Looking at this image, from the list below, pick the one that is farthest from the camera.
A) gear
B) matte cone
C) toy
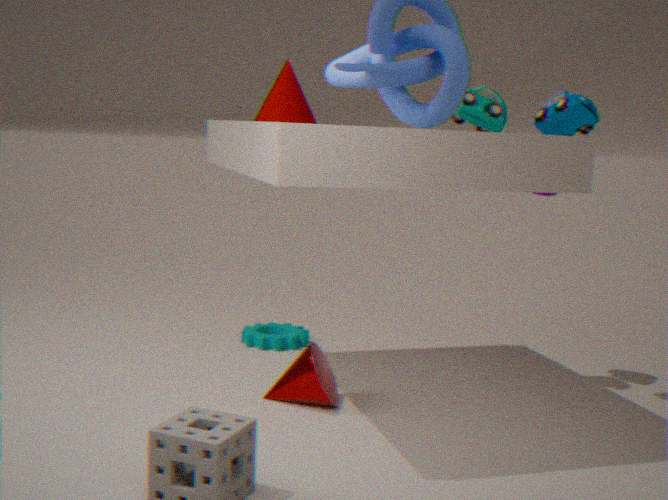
gear
